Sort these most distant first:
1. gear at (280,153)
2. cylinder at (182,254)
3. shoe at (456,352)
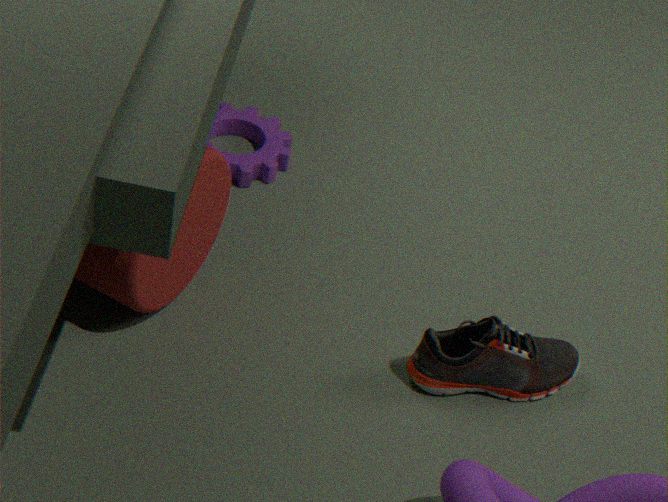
gear at (280,153) → shoe at (456,352) → cylinder at (182,254)
